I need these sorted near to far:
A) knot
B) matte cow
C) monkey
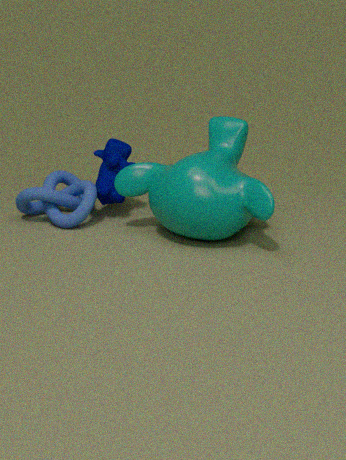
monkey → knot → matte cow
